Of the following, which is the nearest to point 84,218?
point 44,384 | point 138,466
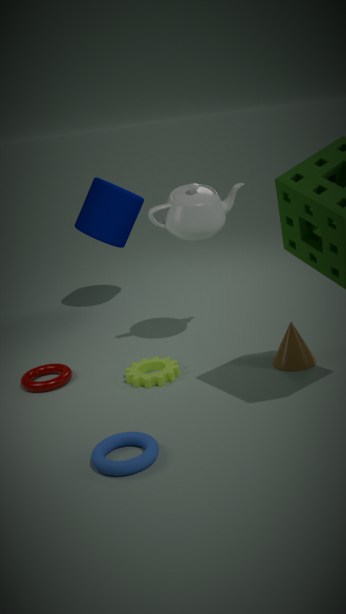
point 44,384
